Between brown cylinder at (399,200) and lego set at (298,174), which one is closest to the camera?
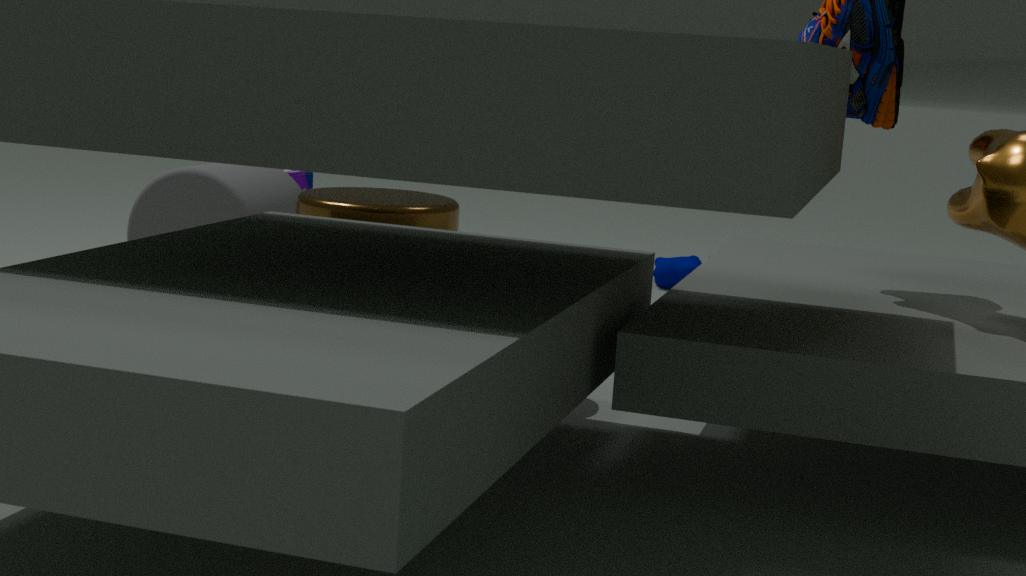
brown cylinder at (399,200)
